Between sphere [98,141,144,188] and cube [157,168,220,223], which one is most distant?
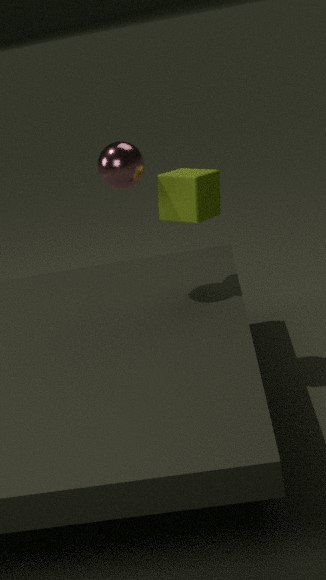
cube [157,168,220,223]
